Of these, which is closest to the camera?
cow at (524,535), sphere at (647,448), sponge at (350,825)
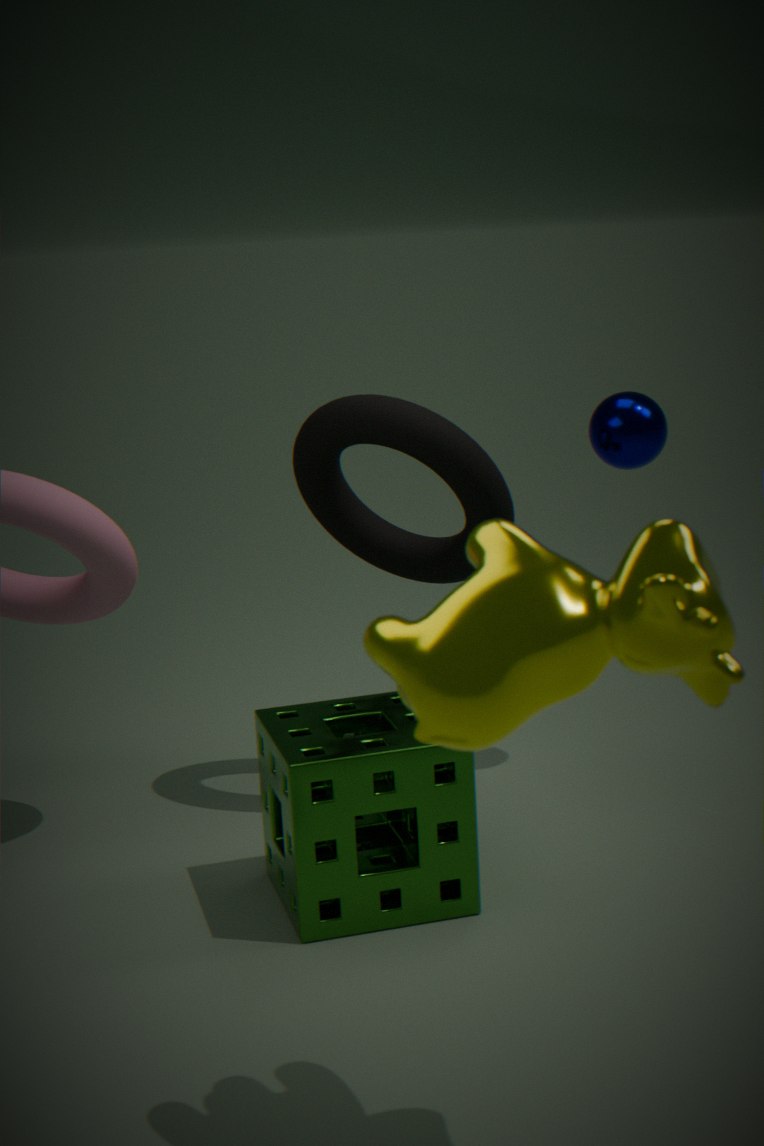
cow at (524,535)
